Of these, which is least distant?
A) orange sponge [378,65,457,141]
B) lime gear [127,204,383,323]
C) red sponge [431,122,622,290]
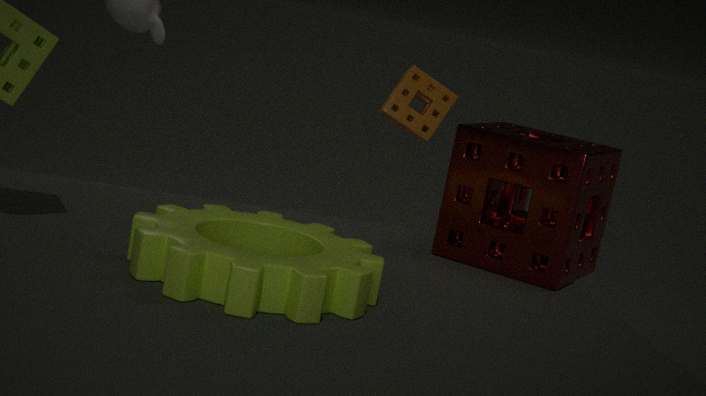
lime gear [127,204,383,323]
